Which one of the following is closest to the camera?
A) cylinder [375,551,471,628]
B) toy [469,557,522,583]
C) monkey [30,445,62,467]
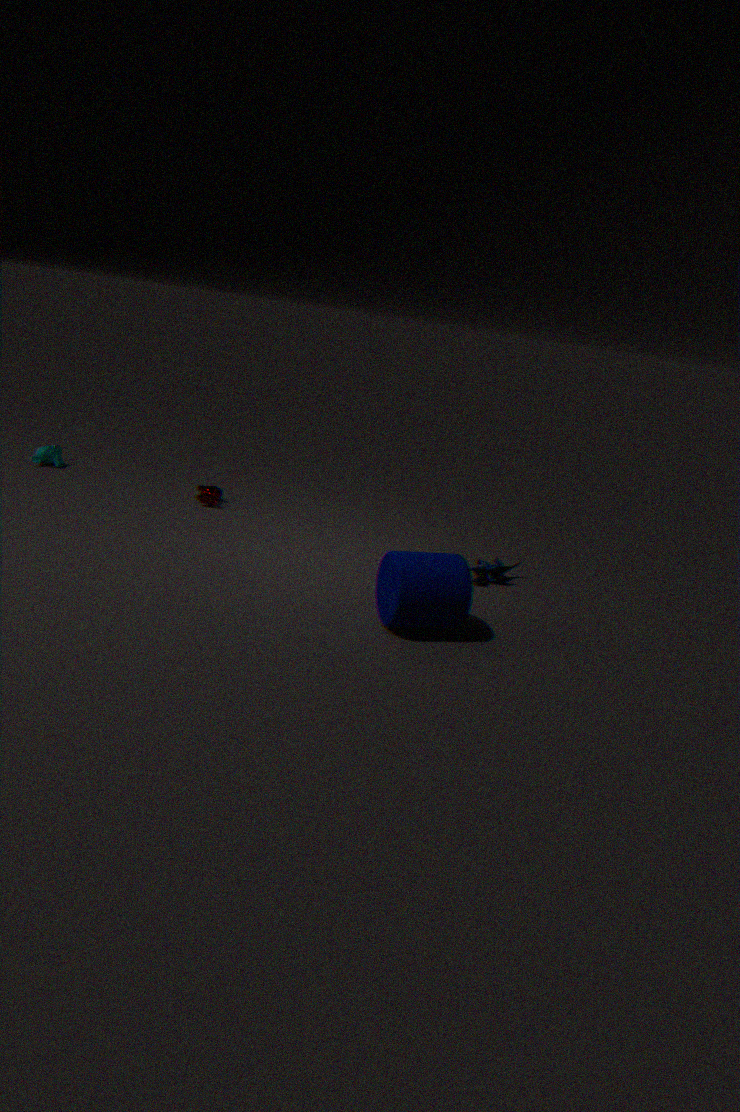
cylinder [375,551,471,628]
